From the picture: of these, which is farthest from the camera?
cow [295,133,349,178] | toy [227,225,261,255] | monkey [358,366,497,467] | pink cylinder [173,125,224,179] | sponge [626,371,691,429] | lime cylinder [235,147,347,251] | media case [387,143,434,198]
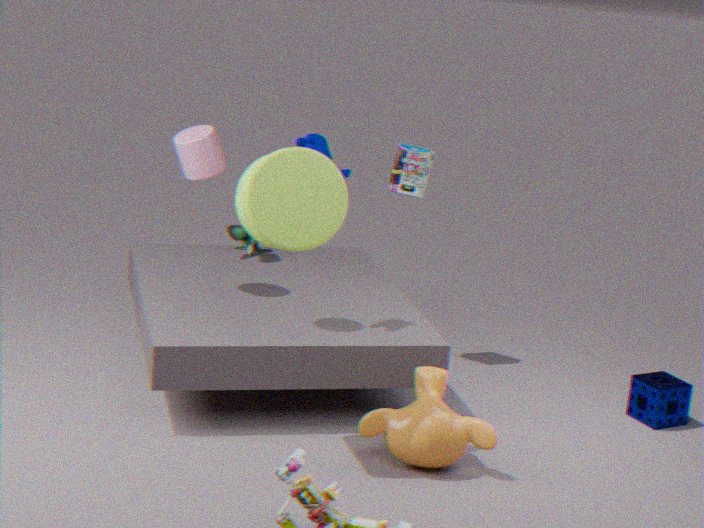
toy [227,225,261,255]
